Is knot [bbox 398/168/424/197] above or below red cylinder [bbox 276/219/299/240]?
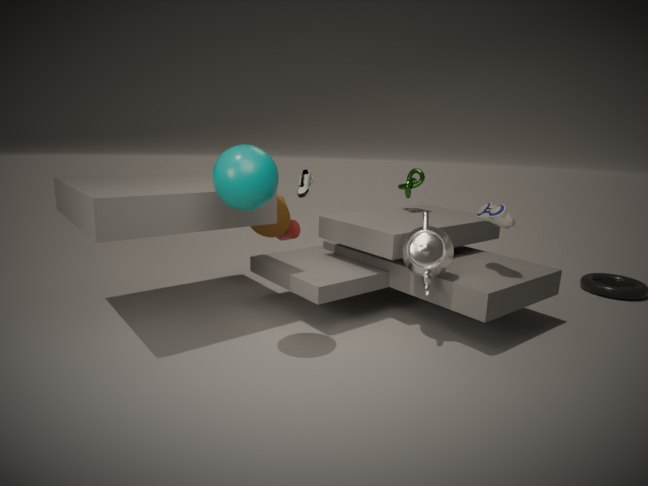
above
